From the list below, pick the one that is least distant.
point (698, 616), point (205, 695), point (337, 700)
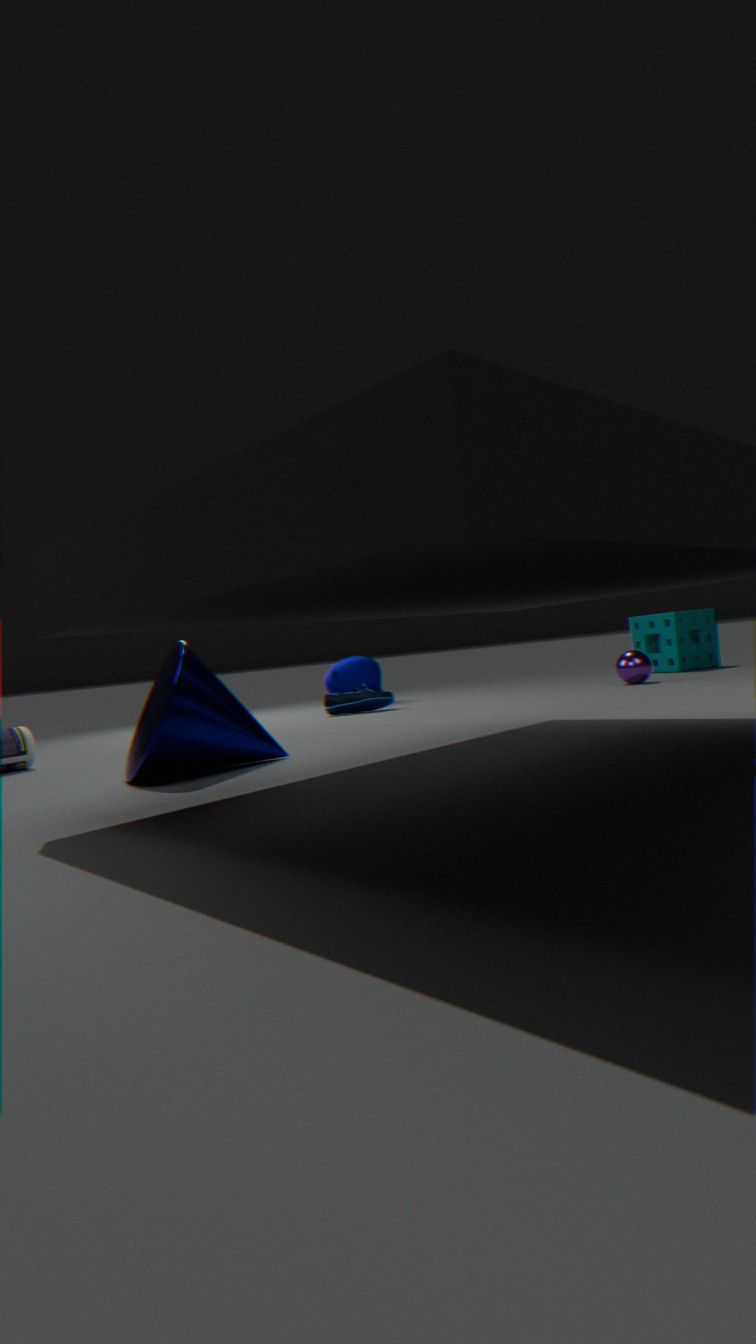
point (205, 695)
